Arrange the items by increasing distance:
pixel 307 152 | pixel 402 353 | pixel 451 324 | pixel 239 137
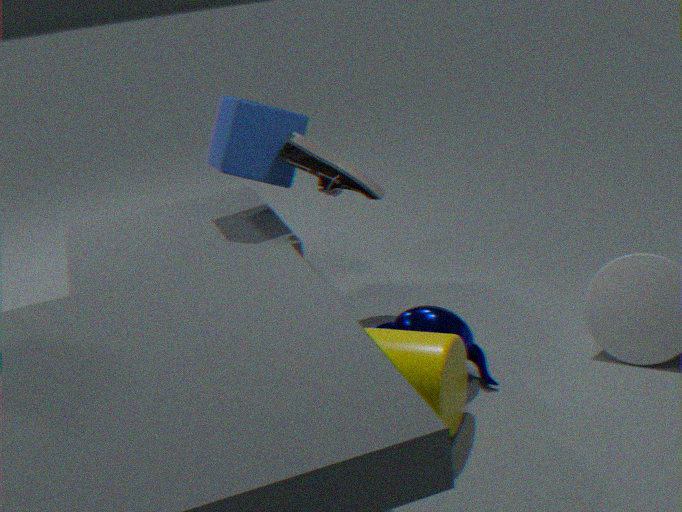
pixel 402 353, pixel 451 324, pixel 307 152, pixel 239 137
